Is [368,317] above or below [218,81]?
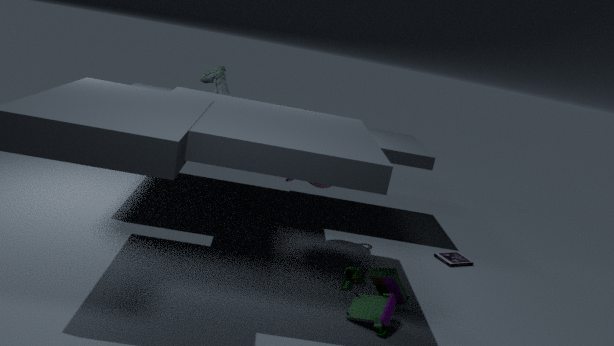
below
